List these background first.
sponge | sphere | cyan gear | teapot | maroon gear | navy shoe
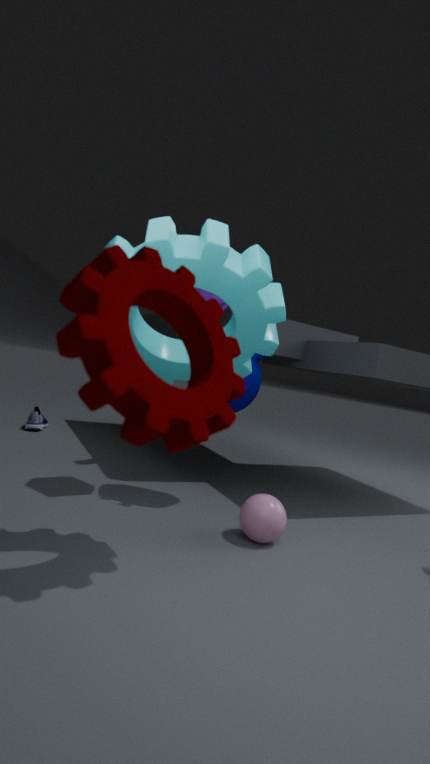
navy shoe
teapot
sphere
sponge
cyan gear
maroon gear
